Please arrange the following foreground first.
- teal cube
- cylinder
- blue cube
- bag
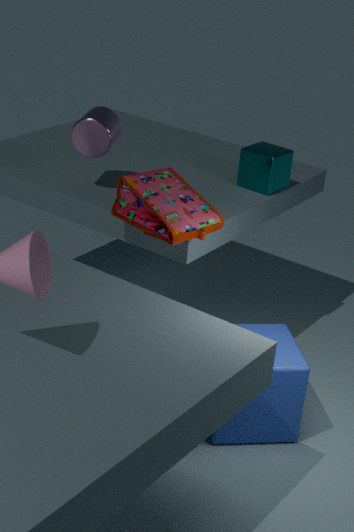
bag < blue cube < cylinder < teal cube
